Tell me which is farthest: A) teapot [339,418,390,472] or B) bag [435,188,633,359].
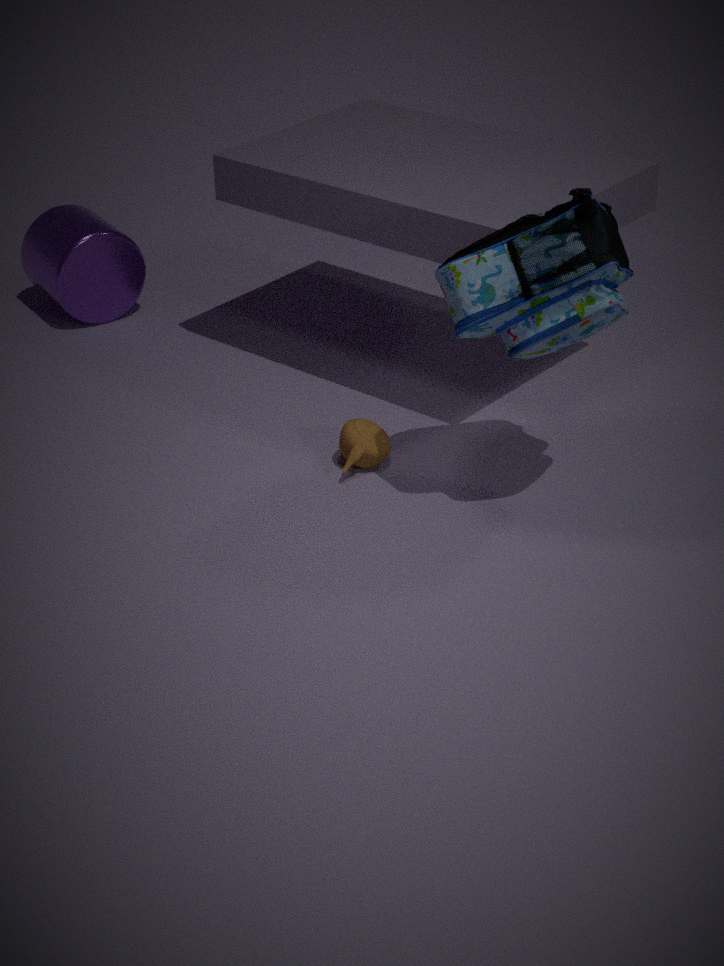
A. teapot [339,418,390,472]
